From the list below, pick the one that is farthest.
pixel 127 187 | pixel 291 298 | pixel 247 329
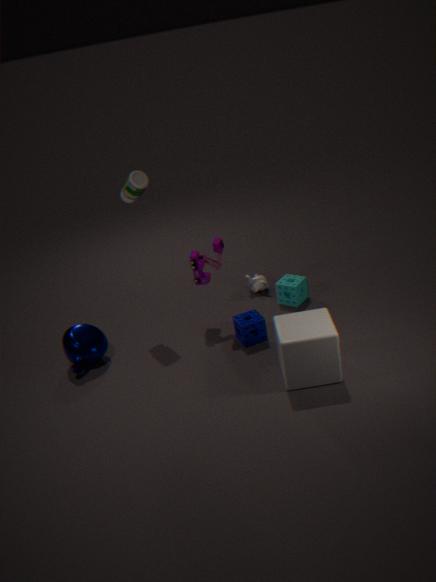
pixel 291 298
